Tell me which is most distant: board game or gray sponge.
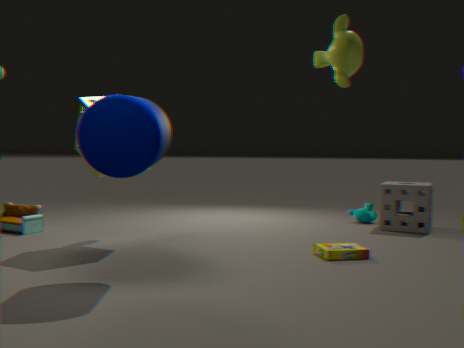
gray sponge
